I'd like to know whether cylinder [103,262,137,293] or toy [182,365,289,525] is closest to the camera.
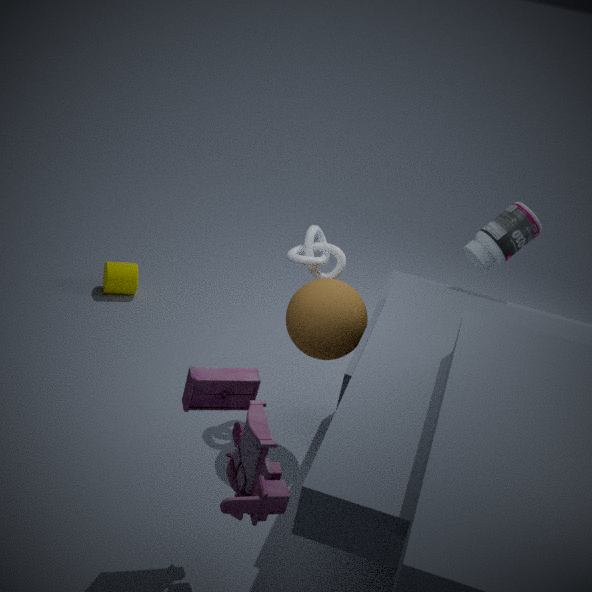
toy [182,365,289,525]
